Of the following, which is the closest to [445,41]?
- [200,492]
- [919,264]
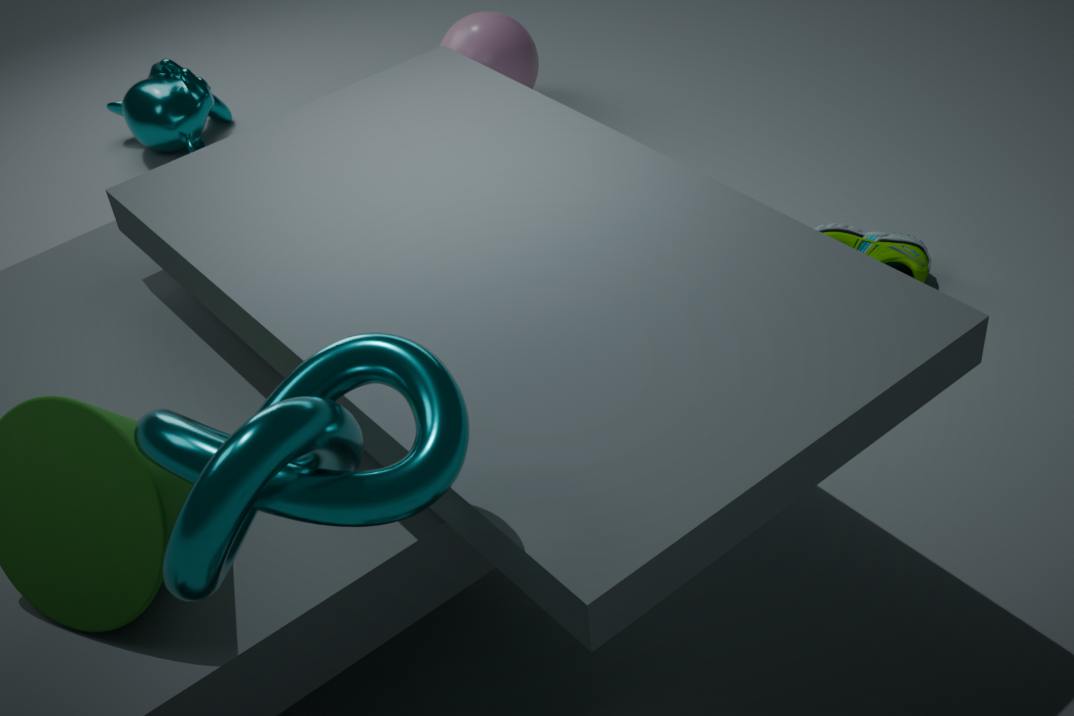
[919,264]
